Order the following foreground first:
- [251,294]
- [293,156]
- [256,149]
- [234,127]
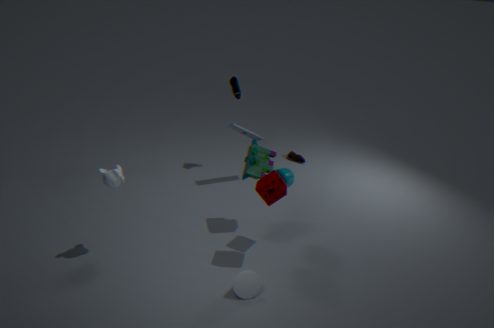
[251,294] → [256,149] → [234,127] → [293,156]
